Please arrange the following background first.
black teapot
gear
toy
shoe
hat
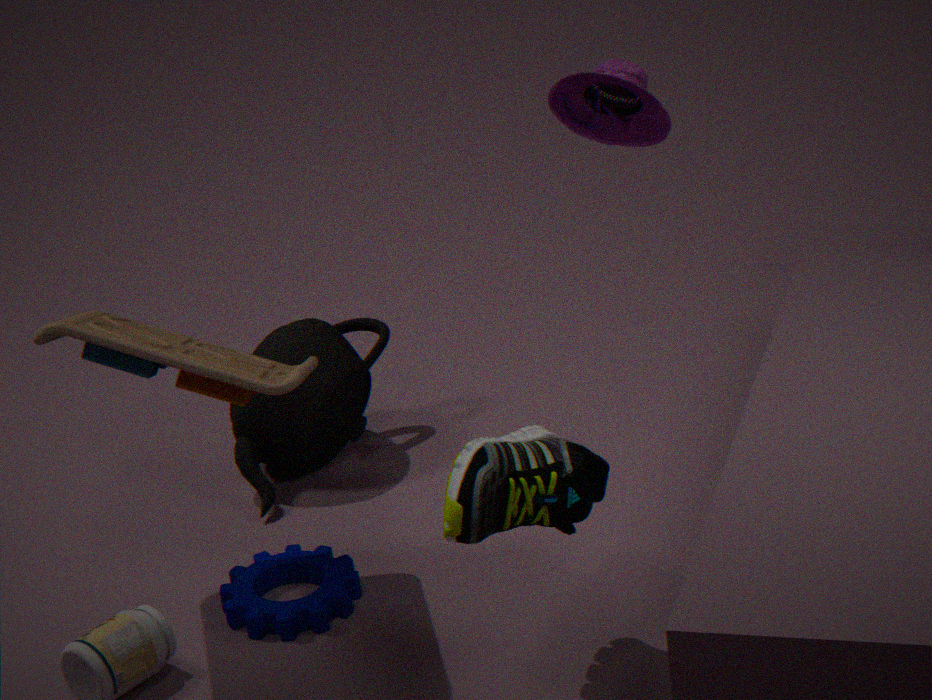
1. black teapot
2. hat
3. gear
4. toy
5. shoe
